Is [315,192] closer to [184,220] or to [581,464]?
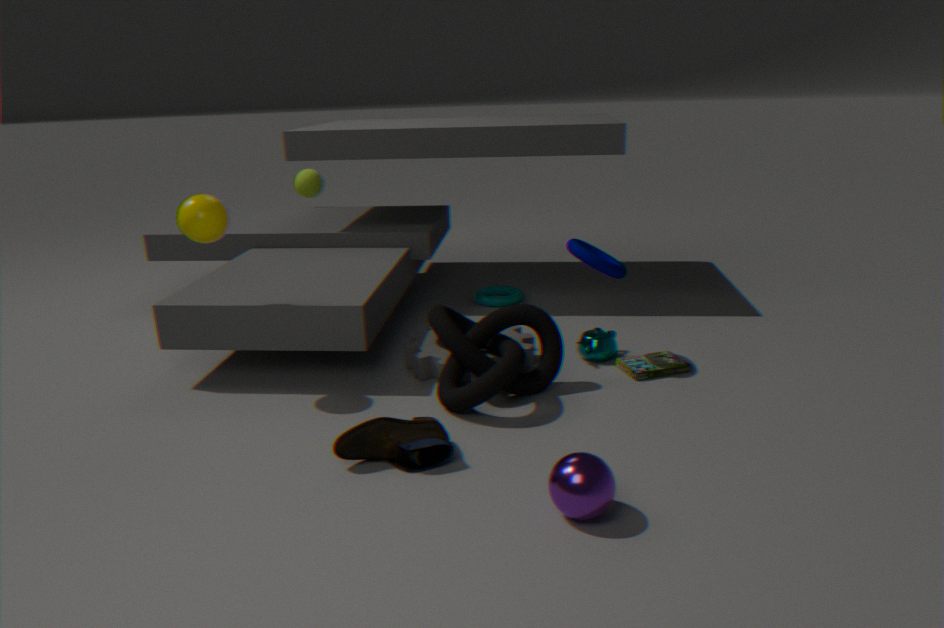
[184,220]
